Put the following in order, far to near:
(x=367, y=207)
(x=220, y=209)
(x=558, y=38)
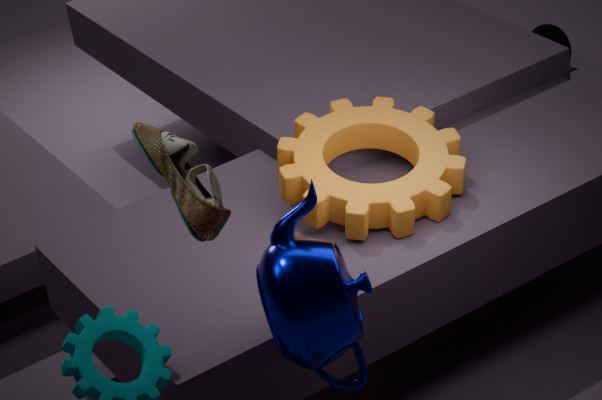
1. (x=558, y=38)
2. (x=367, y=207)
3. (x=220, y=209)
